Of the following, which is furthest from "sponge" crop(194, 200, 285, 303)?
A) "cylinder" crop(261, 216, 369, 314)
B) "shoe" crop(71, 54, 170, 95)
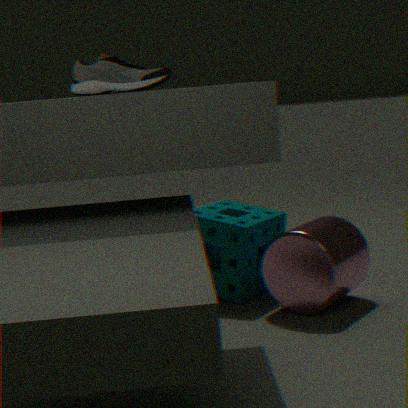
"shoe" crop(71, 54, 170, 95)
